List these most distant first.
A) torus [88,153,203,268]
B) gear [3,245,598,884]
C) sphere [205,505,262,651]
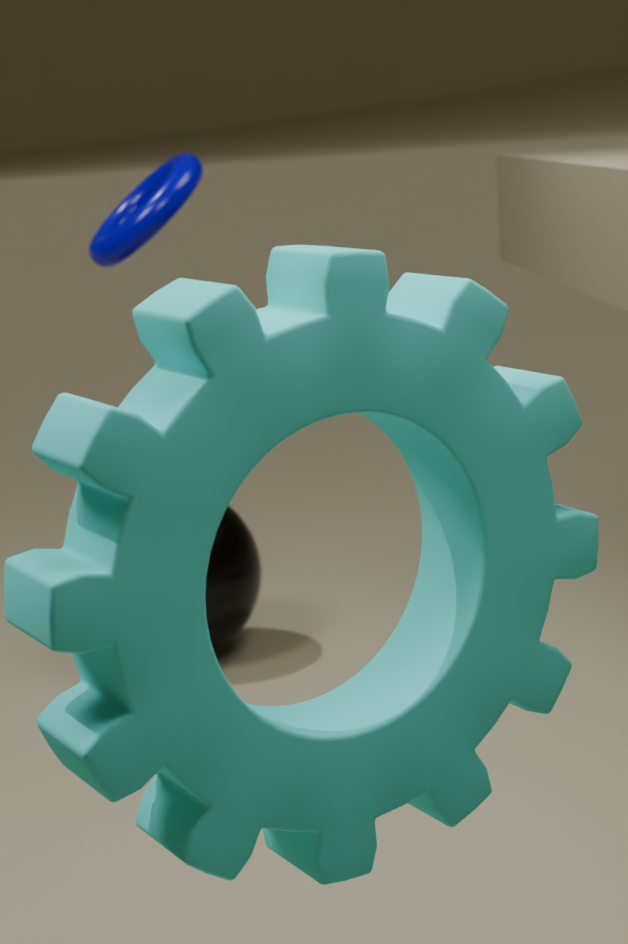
sphere [205,505,262,651]
torus [88,153,203,268]
gear [3,245,598,884]
